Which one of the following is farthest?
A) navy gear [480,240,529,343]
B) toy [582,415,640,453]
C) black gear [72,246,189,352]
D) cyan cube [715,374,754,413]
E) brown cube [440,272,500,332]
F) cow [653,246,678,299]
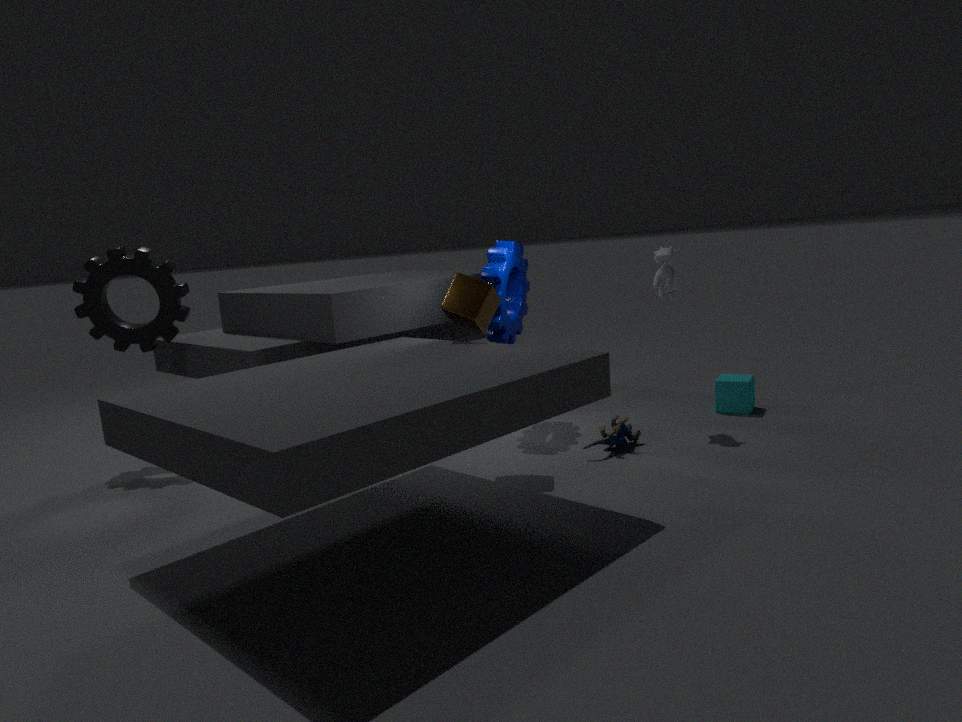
D. cyan cube [715,374,754,413]
